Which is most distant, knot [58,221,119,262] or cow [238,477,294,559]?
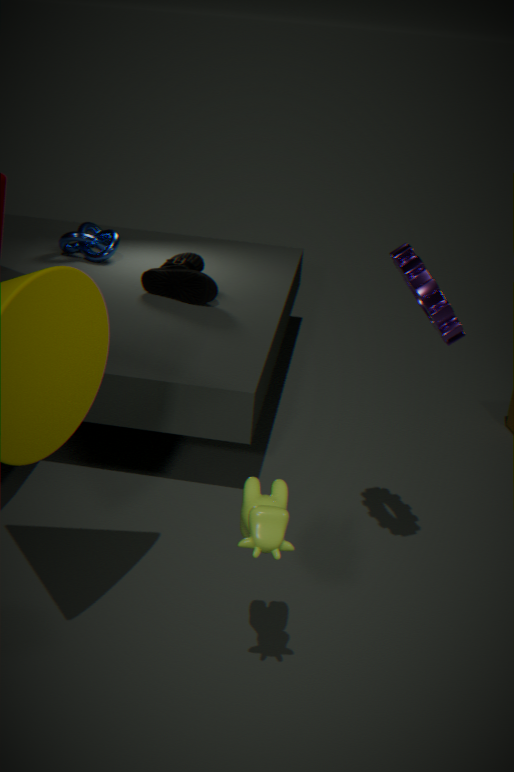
knot [58,221,119,262]
